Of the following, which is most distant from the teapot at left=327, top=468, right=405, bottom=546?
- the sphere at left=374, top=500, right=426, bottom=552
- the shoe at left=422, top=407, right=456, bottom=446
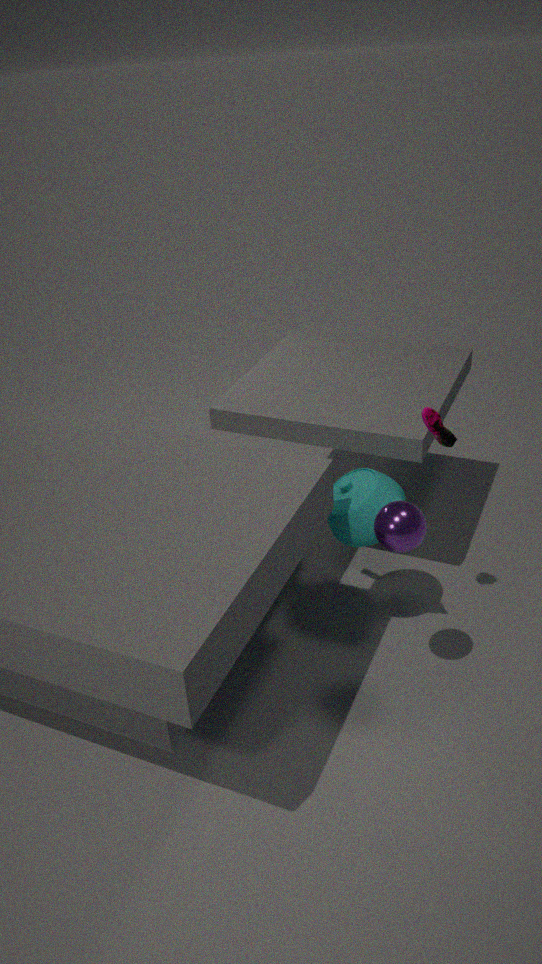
the shoe at left=422, top=407, right=456, bottom=446
